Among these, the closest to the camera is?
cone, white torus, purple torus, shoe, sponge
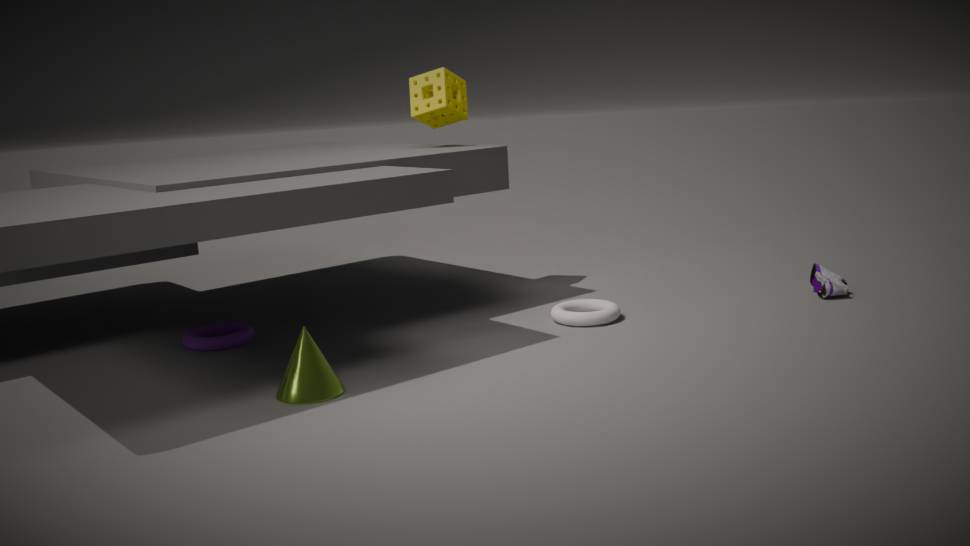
cone
